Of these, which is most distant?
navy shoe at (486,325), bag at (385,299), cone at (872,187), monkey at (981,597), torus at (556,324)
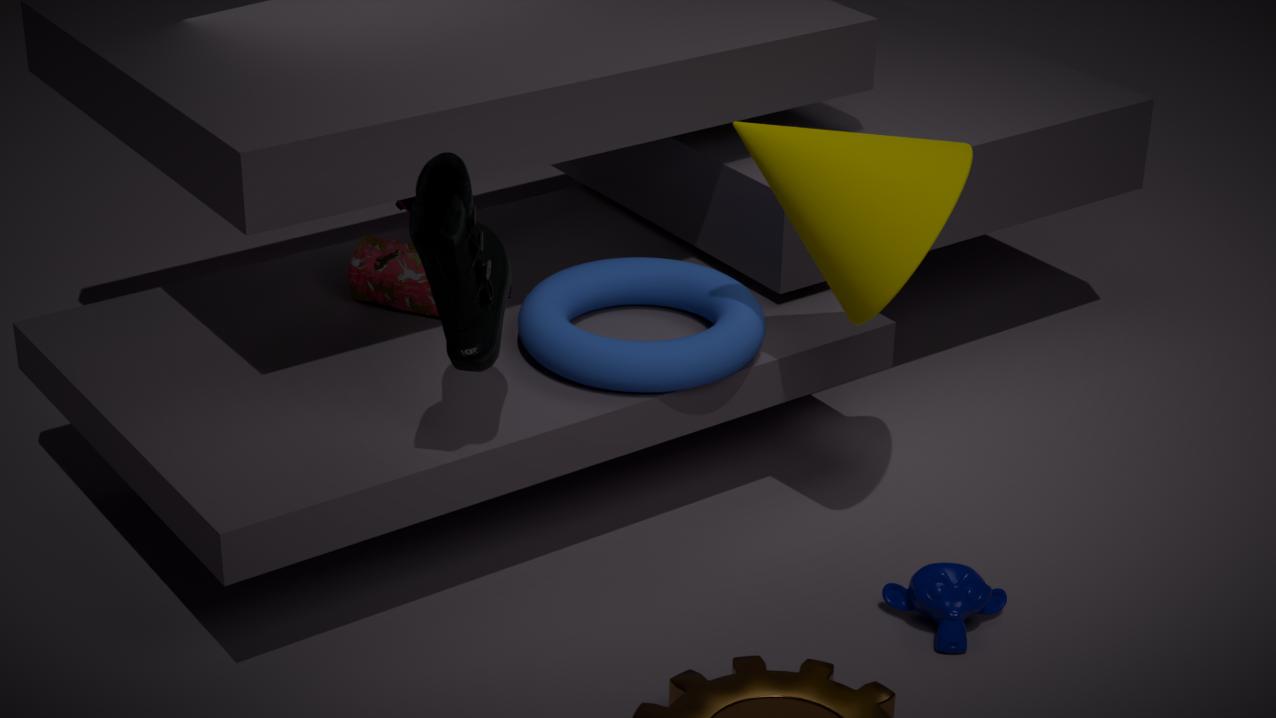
bag at (385,299)
